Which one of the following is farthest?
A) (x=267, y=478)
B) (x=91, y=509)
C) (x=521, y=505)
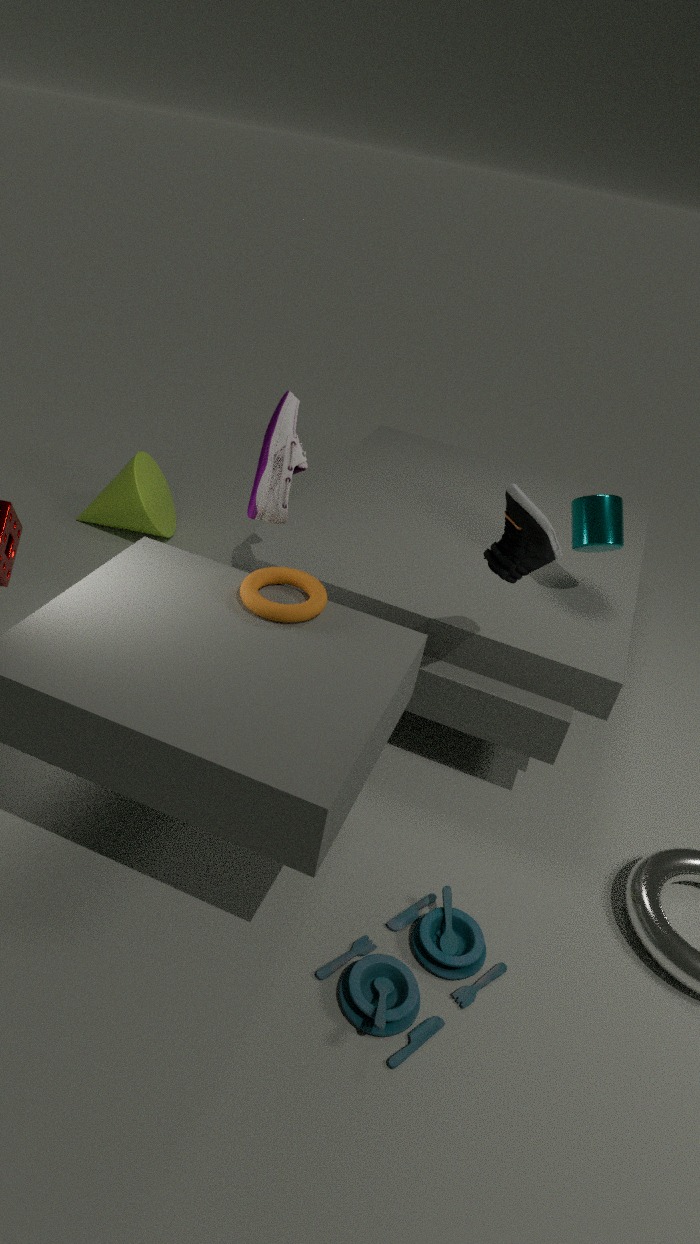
(x=91, y=509)
